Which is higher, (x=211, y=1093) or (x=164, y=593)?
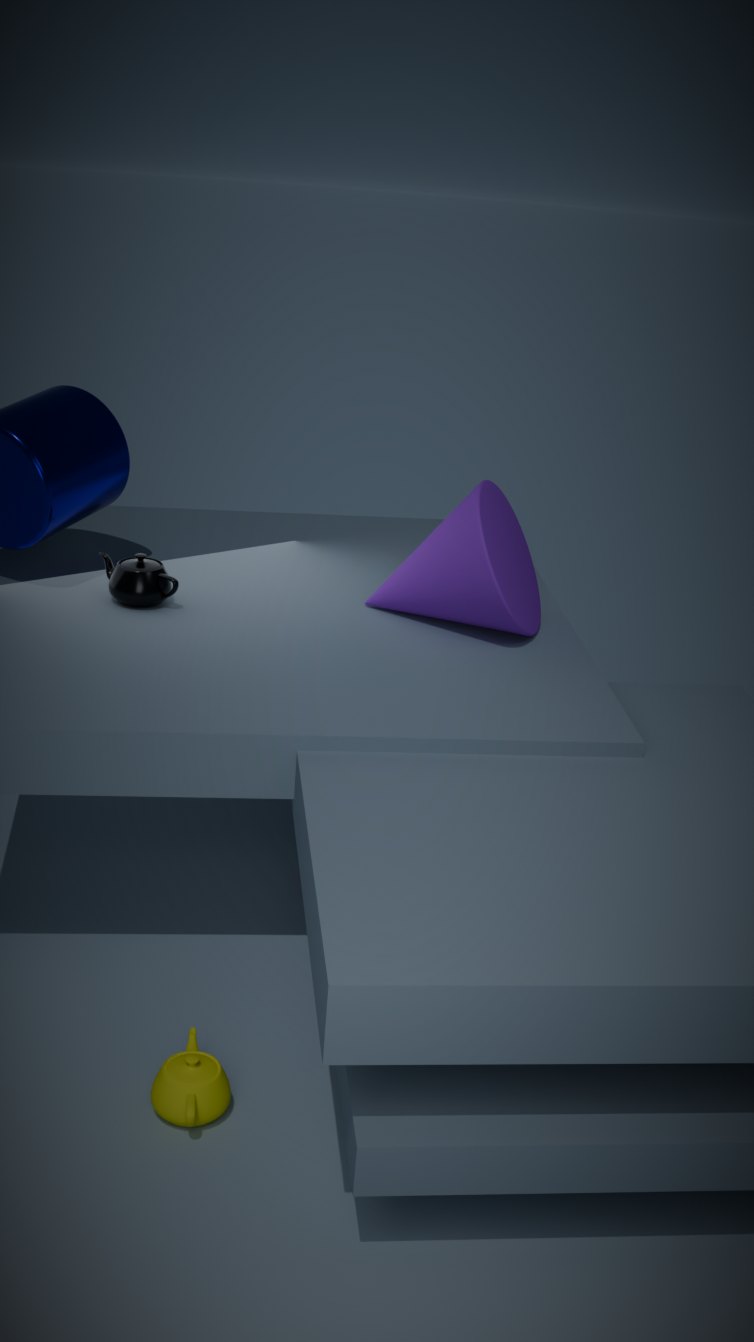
(x=164, y=593)
